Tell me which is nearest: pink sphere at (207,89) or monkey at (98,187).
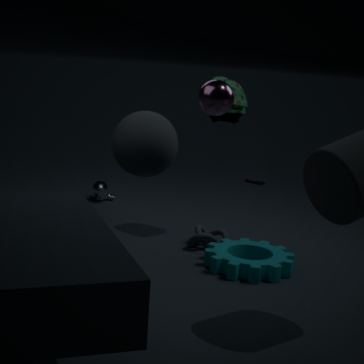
Answer: pink sphere at (207,89)
